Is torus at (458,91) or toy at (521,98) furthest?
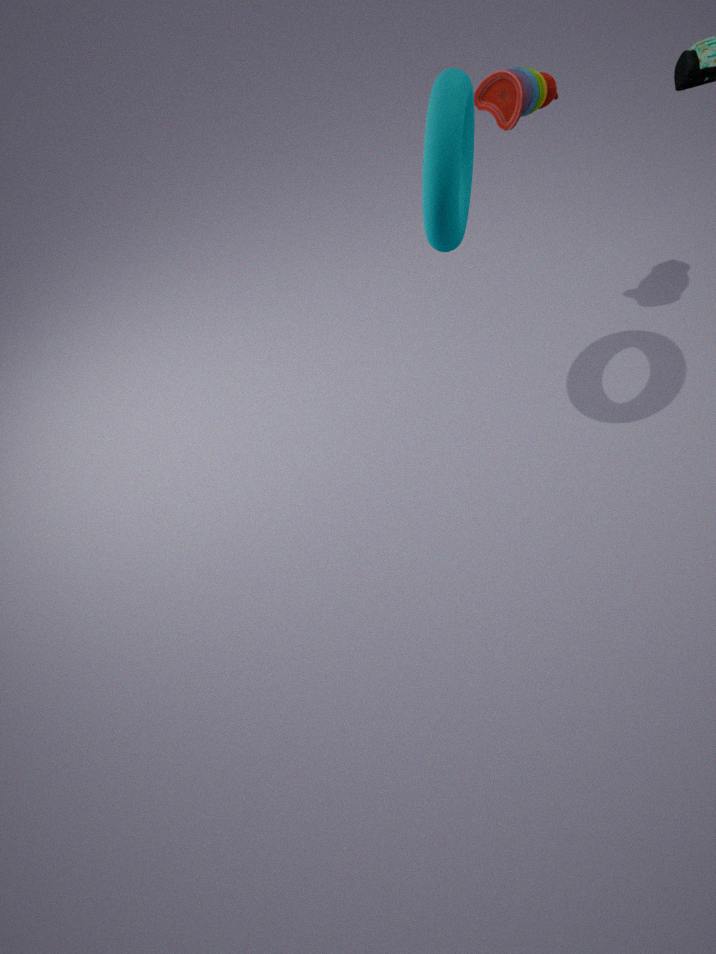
toy at (521,98)
